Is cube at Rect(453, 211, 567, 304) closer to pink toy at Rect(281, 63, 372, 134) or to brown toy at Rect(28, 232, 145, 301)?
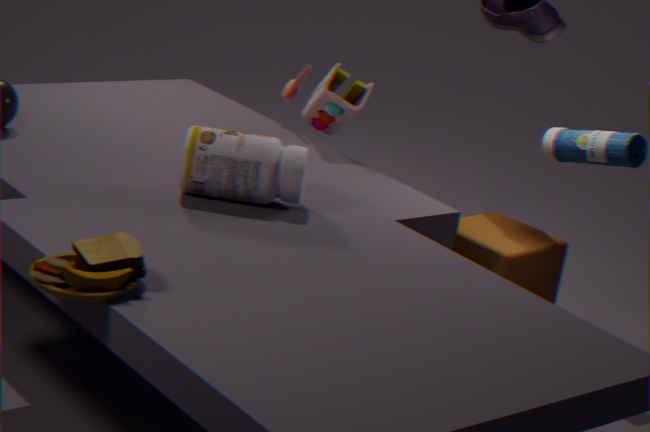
pink toy at Rect(281, 63, 372, 134)
